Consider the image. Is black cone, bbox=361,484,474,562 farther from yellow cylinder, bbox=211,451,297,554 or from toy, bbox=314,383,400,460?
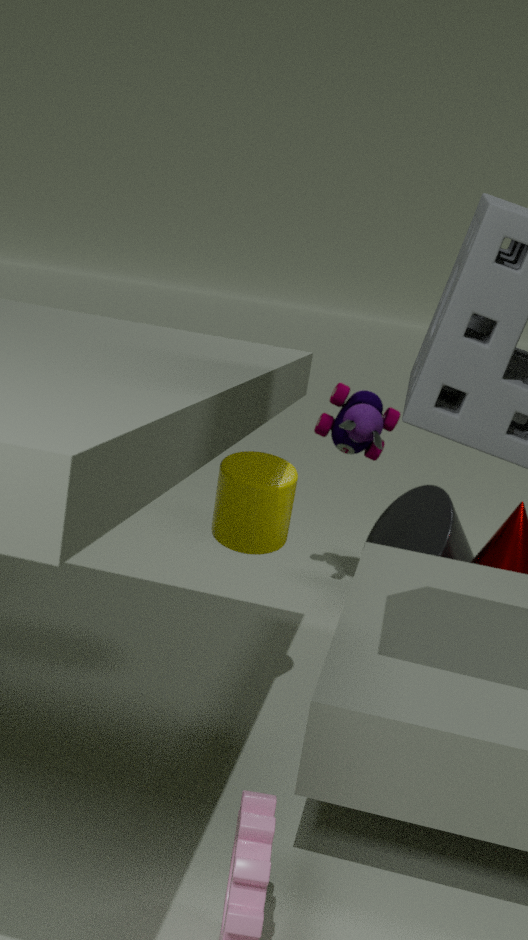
yellow cylinder, bbox=211,451,297,554
